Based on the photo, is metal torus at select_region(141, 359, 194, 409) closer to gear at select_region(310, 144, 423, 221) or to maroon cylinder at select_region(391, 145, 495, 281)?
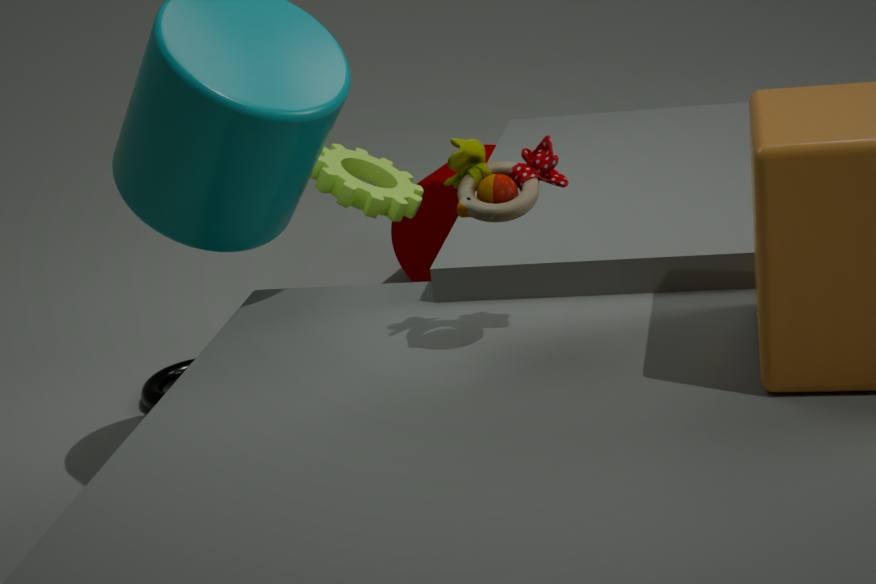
gear at select_region(310, 144, 423, 221)
